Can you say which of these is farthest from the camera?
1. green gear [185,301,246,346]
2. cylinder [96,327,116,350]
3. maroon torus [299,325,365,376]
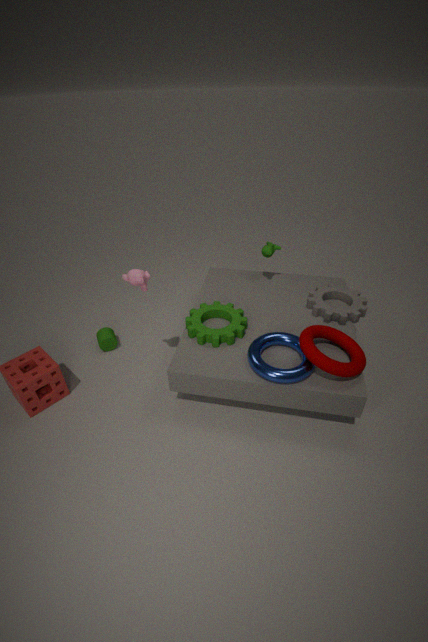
cylinder [96,327,116,350]
